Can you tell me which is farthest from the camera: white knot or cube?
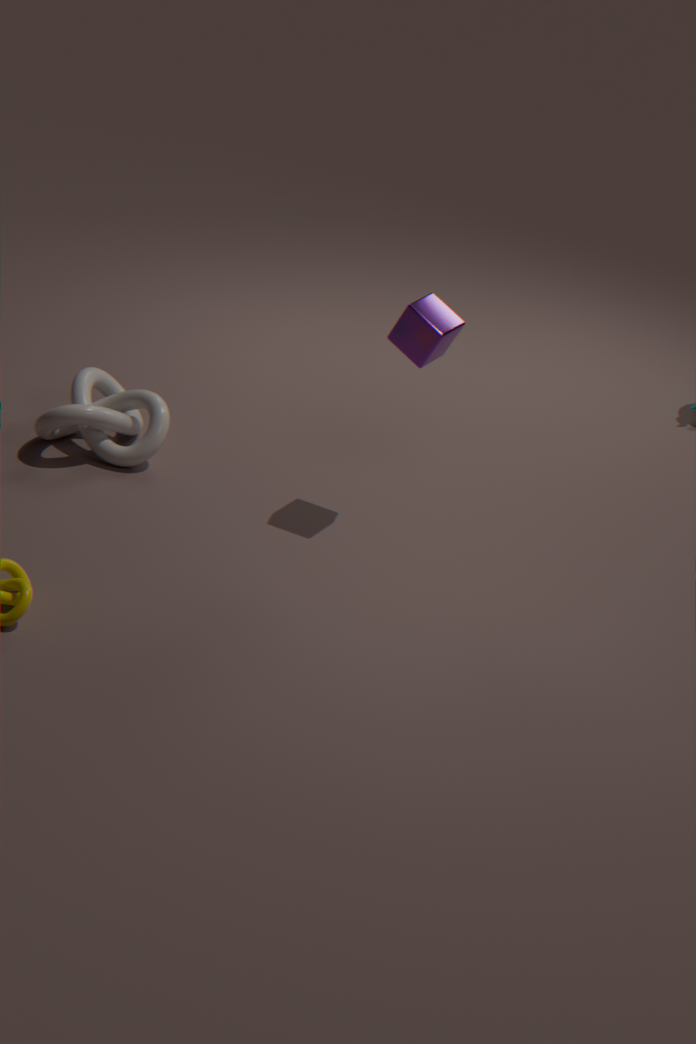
white knot
